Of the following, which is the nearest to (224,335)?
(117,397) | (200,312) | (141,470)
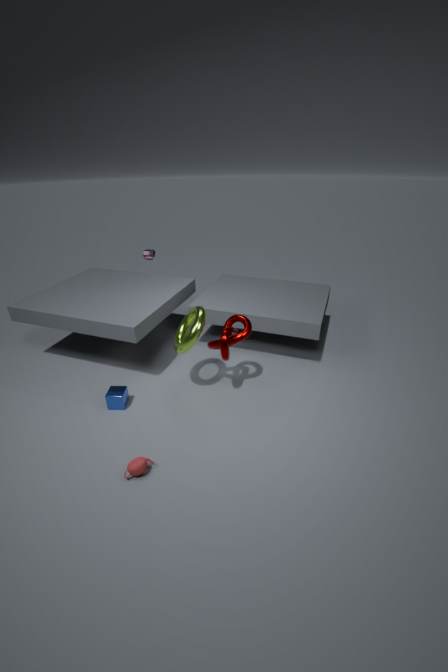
(200,312)
